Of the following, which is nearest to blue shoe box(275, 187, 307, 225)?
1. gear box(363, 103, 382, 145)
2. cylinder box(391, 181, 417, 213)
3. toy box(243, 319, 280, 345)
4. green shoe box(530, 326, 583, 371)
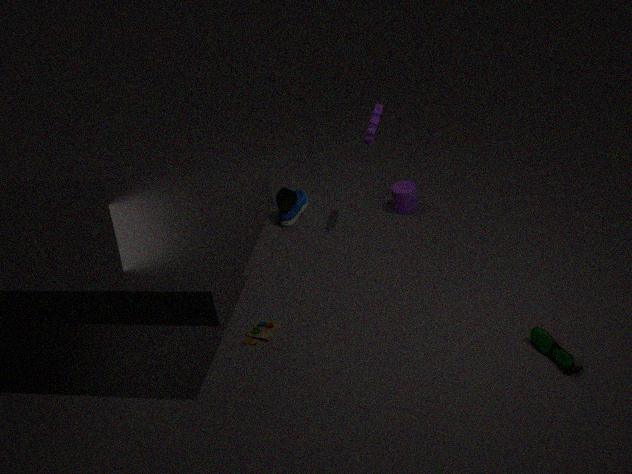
cylinder box(391, 181, 417, 213)
